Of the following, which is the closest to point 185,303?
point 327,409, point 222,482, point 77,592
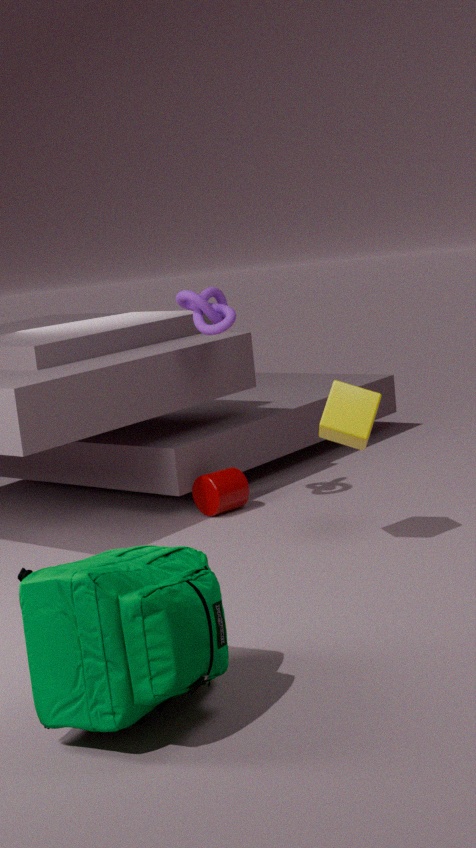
point 222,482
